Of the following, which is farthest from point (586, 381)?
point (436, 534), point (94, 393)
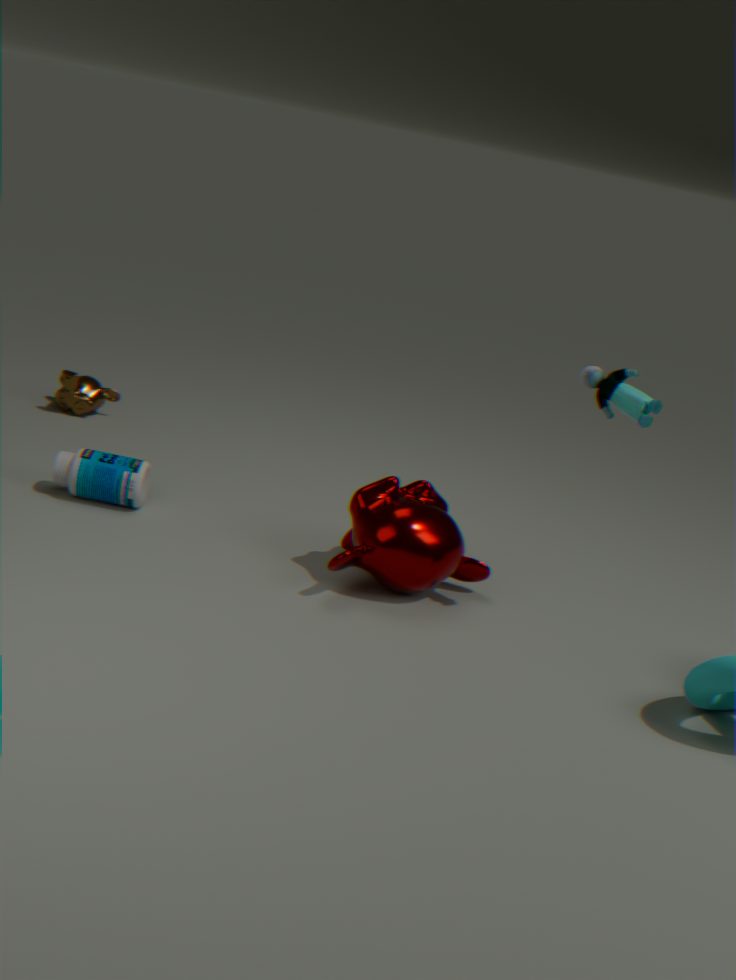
point (94, 393)
